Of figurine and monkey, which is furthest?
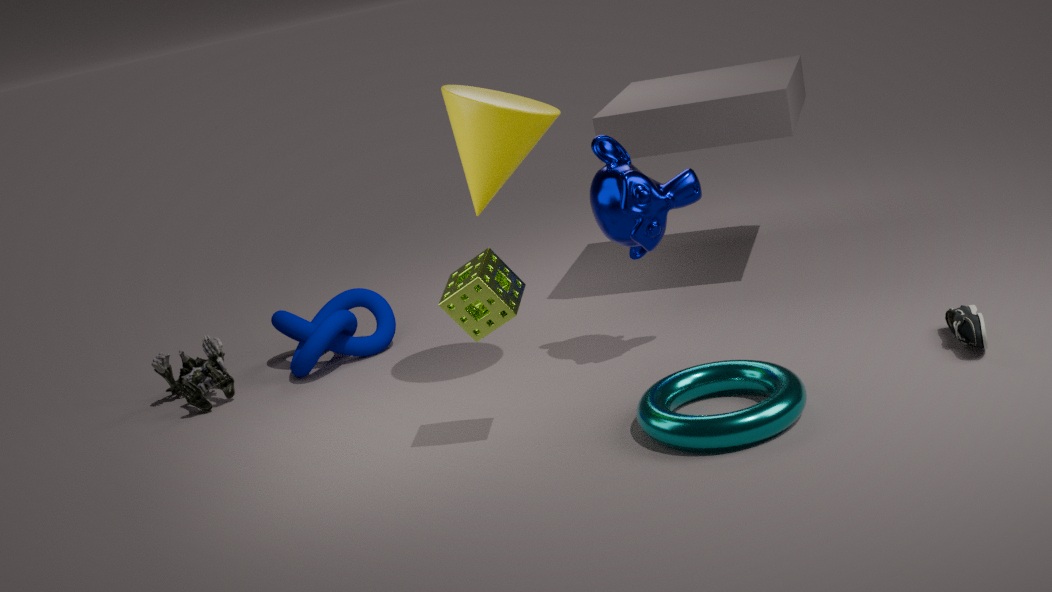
figurine
